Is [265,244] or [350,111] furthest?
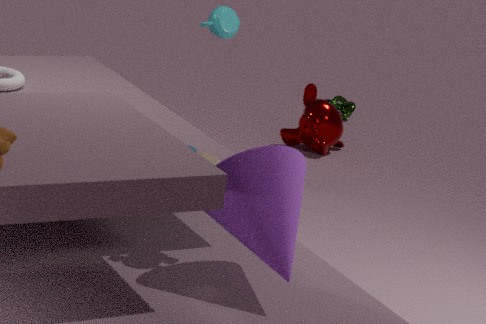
[350,111]
